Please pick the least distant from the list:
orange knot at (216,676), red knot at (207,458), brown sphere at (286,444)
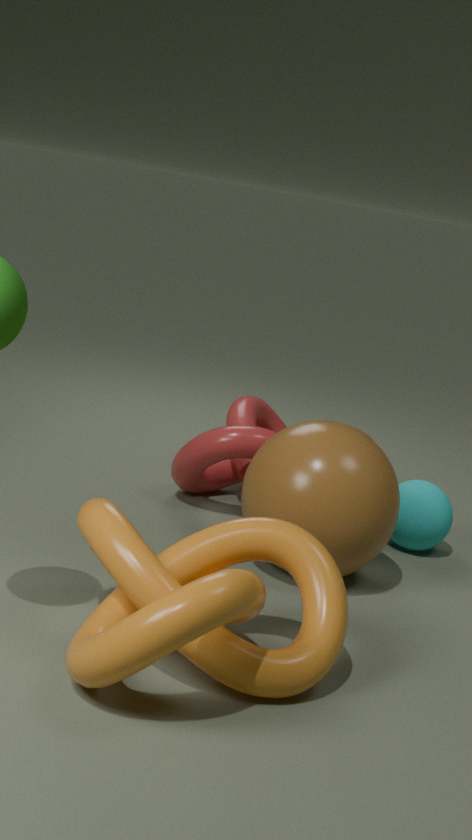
orange knot at (216,676)
